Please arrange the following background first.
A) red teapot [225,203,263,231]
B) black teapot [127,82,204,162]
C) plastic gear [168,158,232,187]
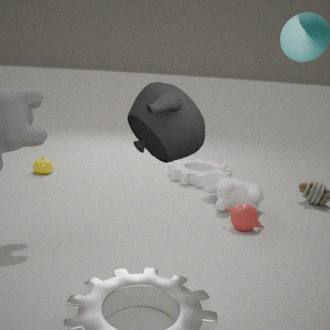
plastic gear [168,158,232,187] < red teapot [225,203,263,231] < black teapot [127,82,204,162]
